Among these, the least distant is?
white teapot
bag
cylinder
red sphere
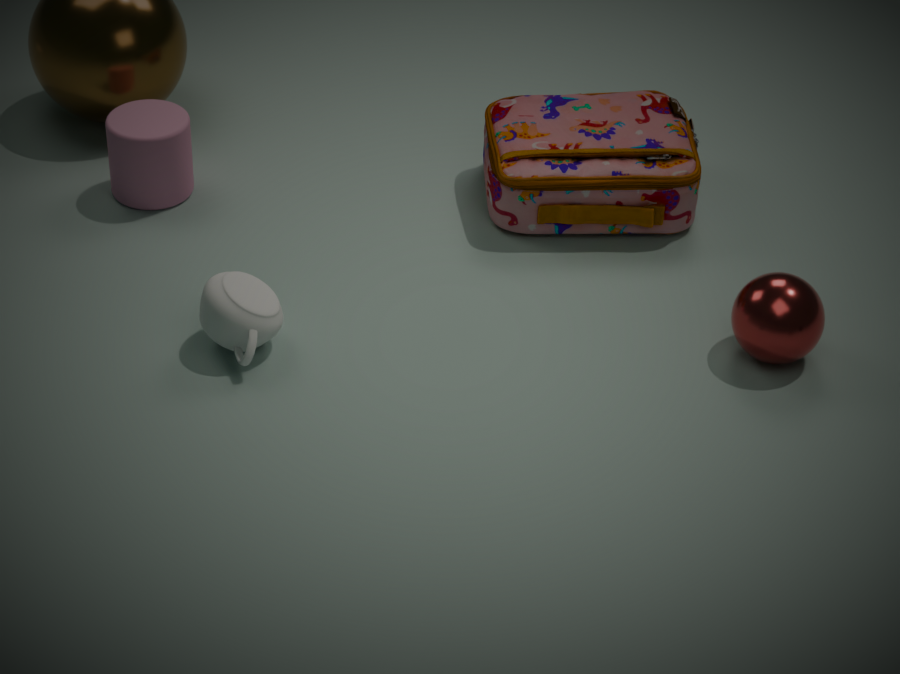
white teapot
